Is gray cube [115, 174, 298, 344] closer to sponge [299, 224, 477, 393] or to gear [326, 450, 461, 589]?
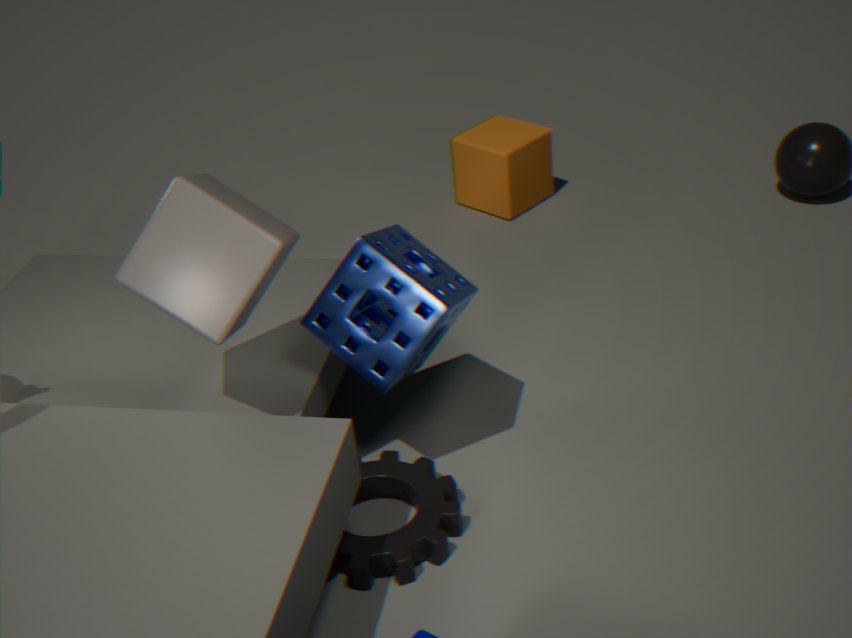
sponge [299, 224, 477, 393]
